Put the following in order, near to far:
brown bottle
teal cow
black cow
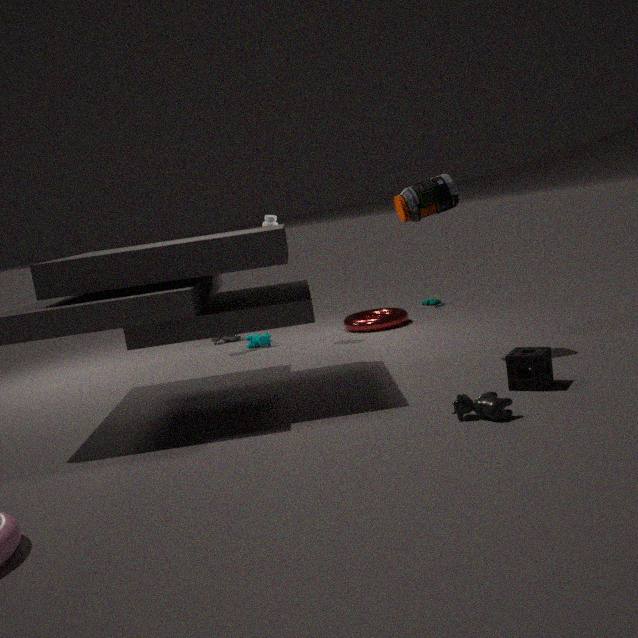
1. black cow
2. brown bottle
3. teal cow
